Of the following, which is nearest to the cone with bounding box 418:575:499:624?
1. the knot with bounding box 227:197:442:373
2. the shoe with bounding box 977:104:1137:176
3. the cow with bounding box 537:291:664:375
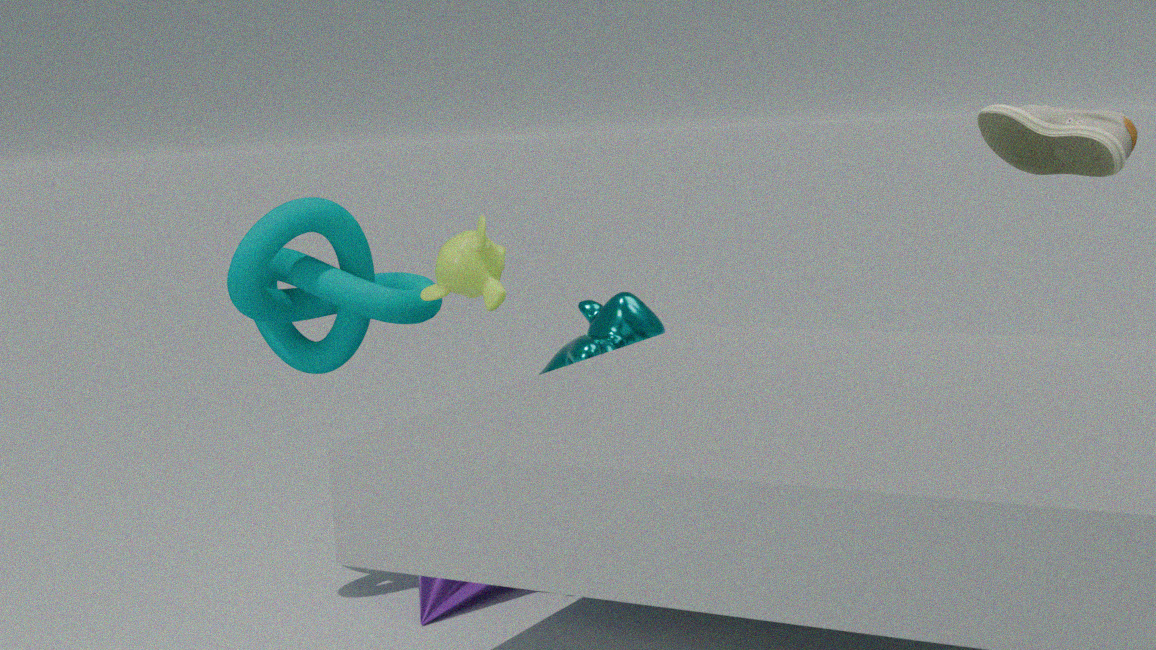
the cow with bounding box 537:291:664:375
